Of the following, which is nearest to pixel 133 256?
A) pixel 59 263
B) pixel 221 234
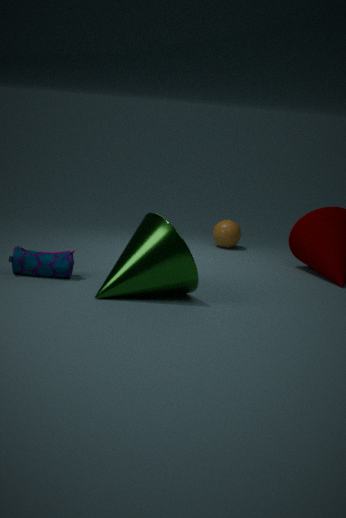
pixel 59 263
